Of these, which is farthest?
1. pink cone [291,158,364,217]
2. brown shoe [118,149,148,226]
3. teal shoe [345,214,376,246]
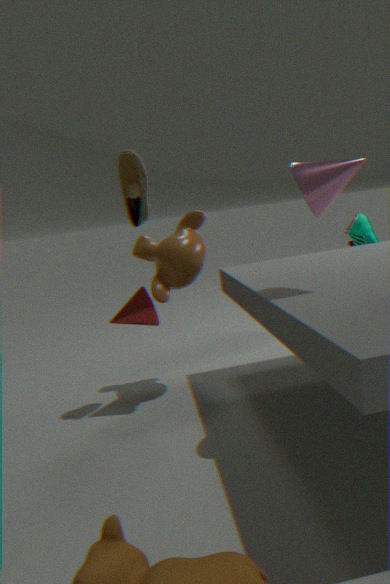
teal shoe [345,214,376,246]
